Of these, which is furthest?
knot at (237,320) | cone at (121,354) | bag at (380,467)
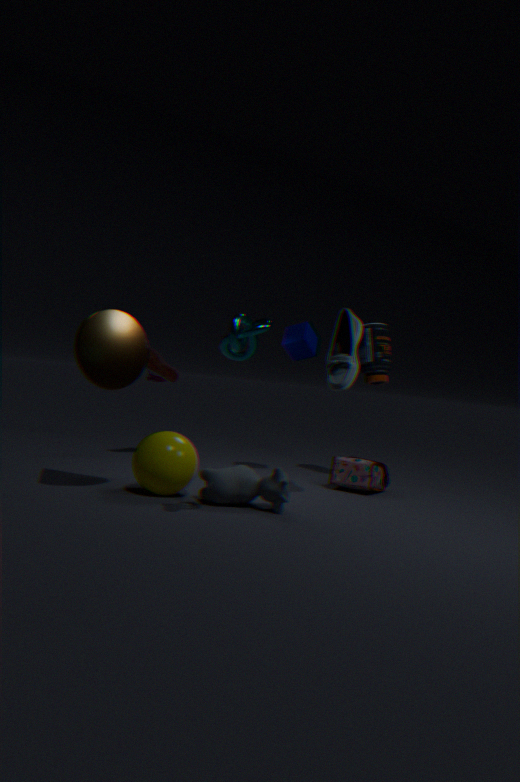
bag at (380,467)
